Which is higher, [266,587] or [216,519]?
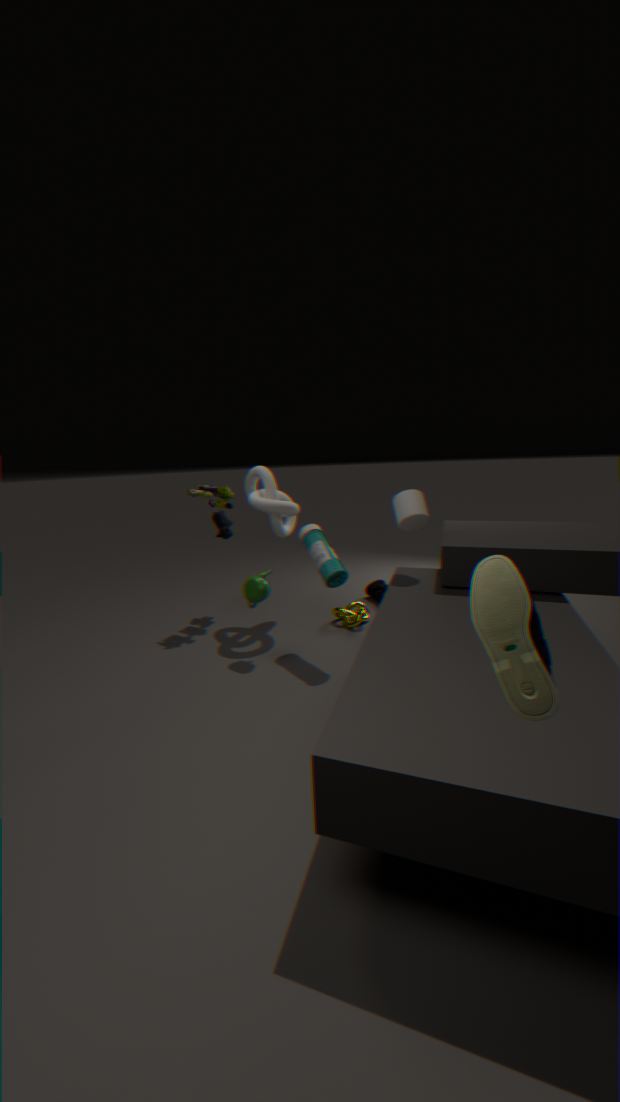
[216,519]
